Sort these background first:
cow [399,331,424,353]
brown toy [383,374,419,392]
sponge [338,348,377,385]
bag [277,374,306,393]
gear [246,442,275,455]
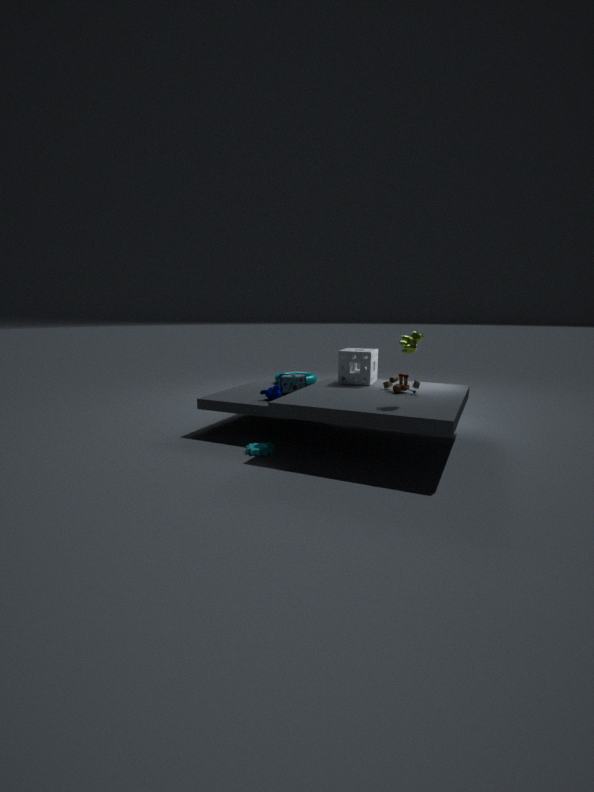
bag [277,374,306,393] → sponge [338,348,377,385] → brown toy [383,374,419,392] → gear [246,442,275,455] → cow [399,331,424,353]
